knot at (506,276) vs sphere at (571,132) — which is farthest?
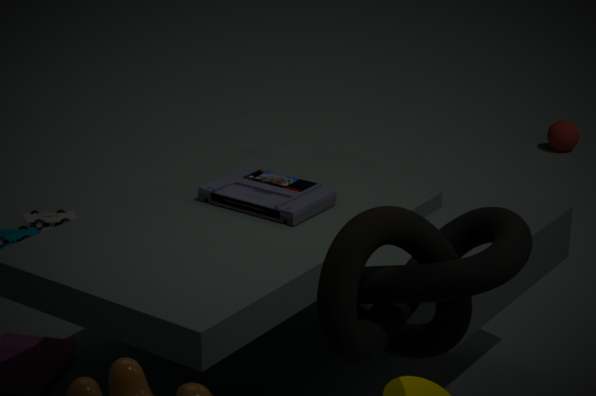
sphere at (571,132)
